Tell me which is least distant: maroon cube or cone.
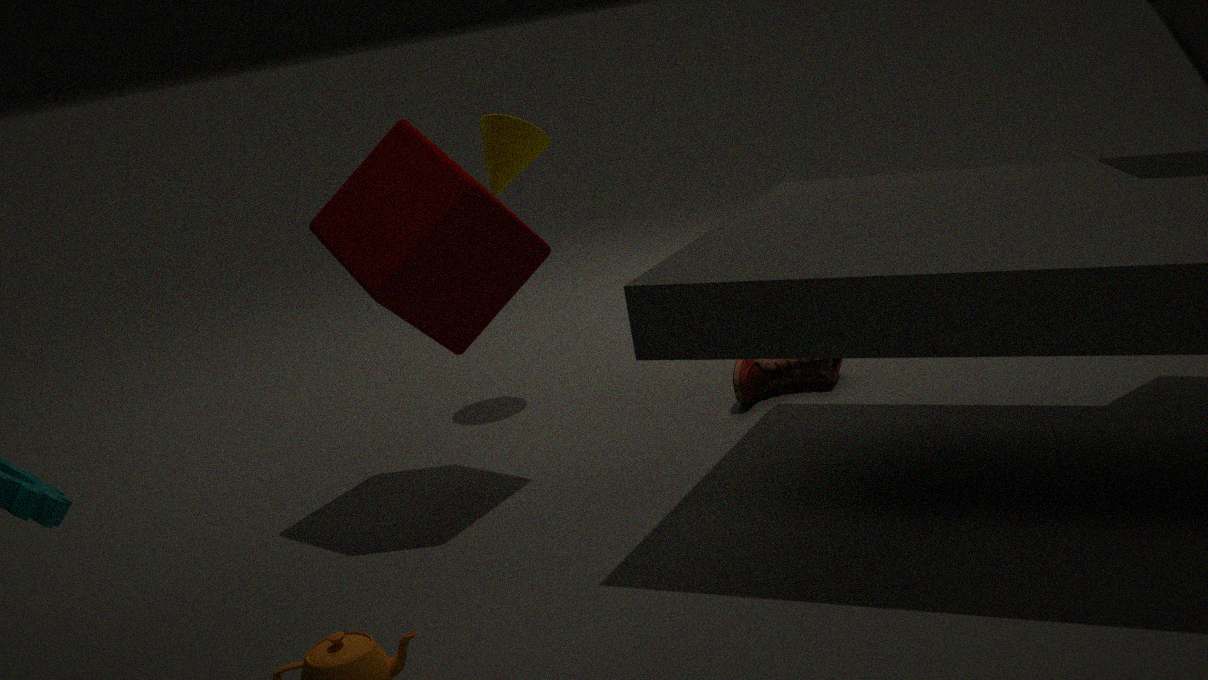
maroon cube
